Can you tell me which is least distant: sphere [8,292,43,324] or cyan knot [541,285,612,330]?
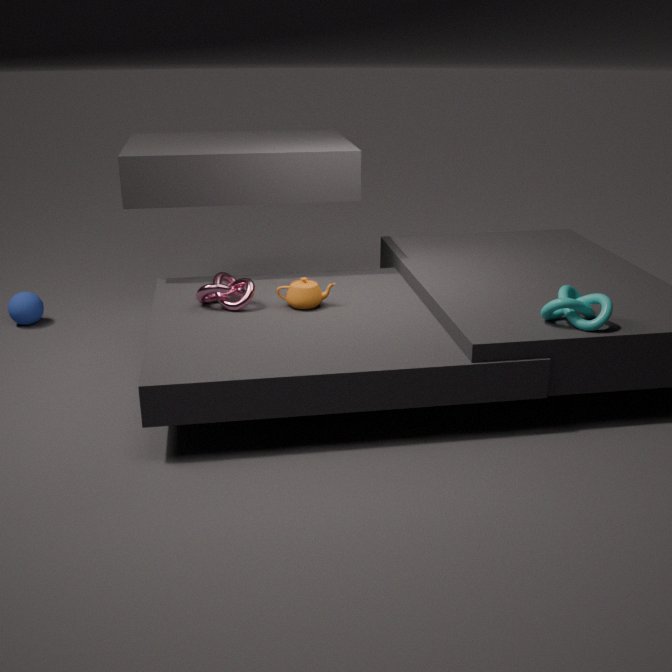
cyan knot [541,285,612,330]
